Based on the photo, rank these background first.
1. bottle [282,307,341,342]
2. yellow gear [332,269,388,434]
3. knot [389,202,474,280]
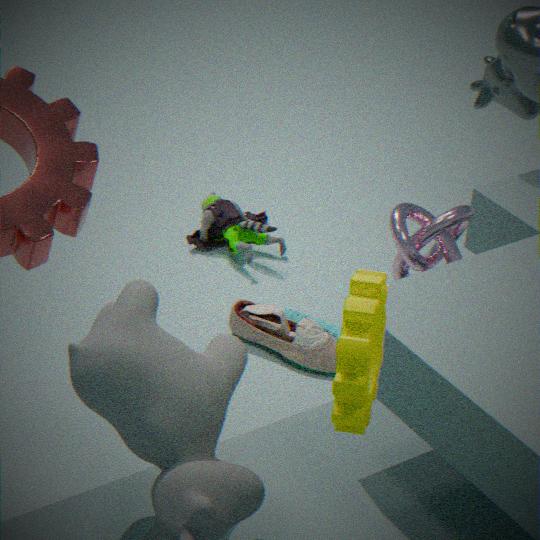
bottle [282,307,341,342]
knot [389,202,474,280]
yellow gear [332,269,388,434]
